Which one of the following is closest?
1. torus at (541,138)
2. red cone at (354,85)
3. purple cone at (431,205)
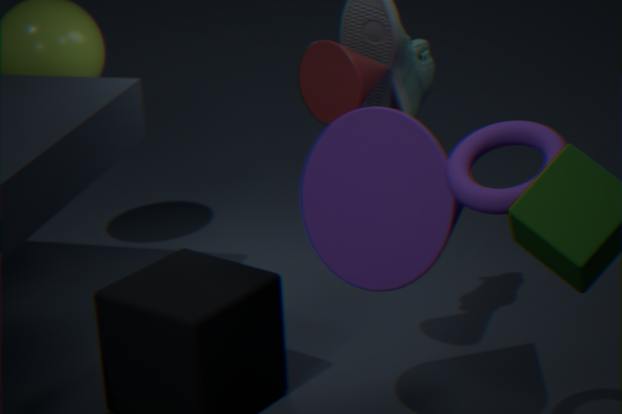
torus at (541,138)
